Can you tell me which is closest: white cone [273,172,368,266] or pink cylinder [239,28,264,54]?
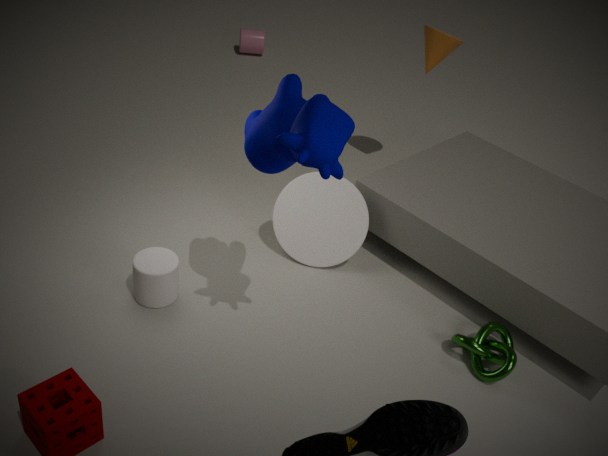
white cone [273,172,368,266]
